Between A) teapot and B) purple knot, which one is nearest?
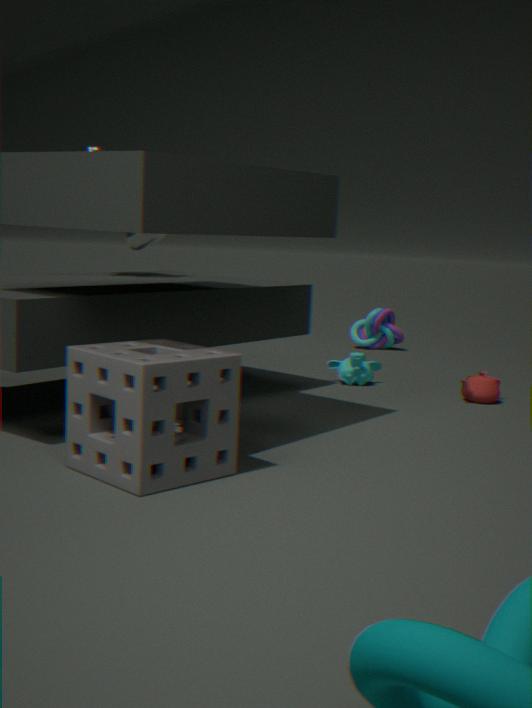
A. teapot
